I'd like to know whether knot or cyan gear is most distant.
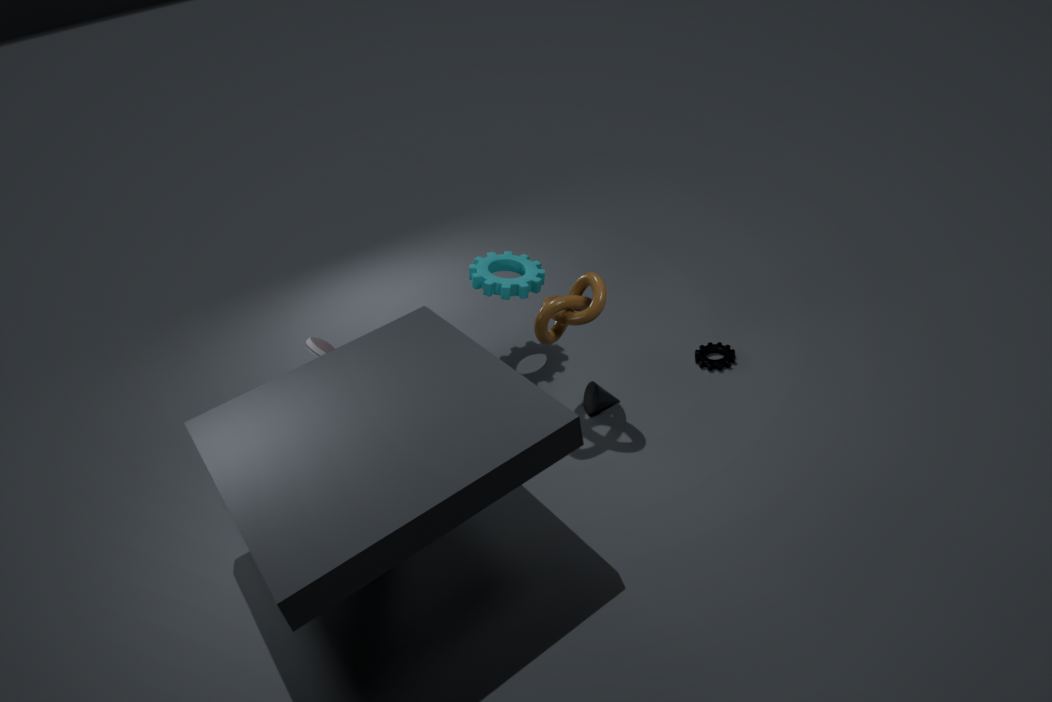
cyan gear
